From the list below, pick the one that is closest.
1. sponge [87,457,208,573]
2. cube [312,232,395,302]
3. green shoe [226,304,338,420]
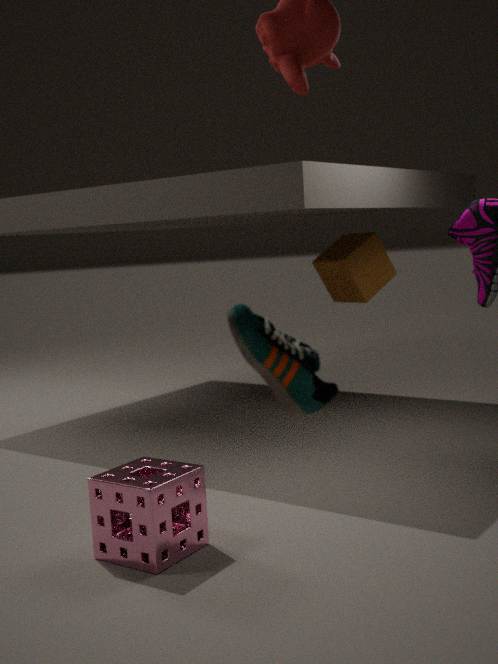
green shoe [226,304,338,420]
